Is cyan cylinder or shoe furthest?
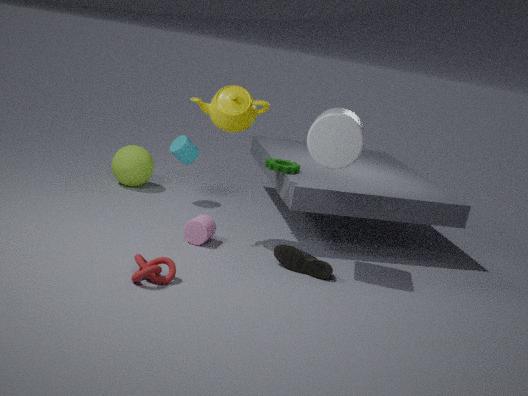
cyan cylinder
